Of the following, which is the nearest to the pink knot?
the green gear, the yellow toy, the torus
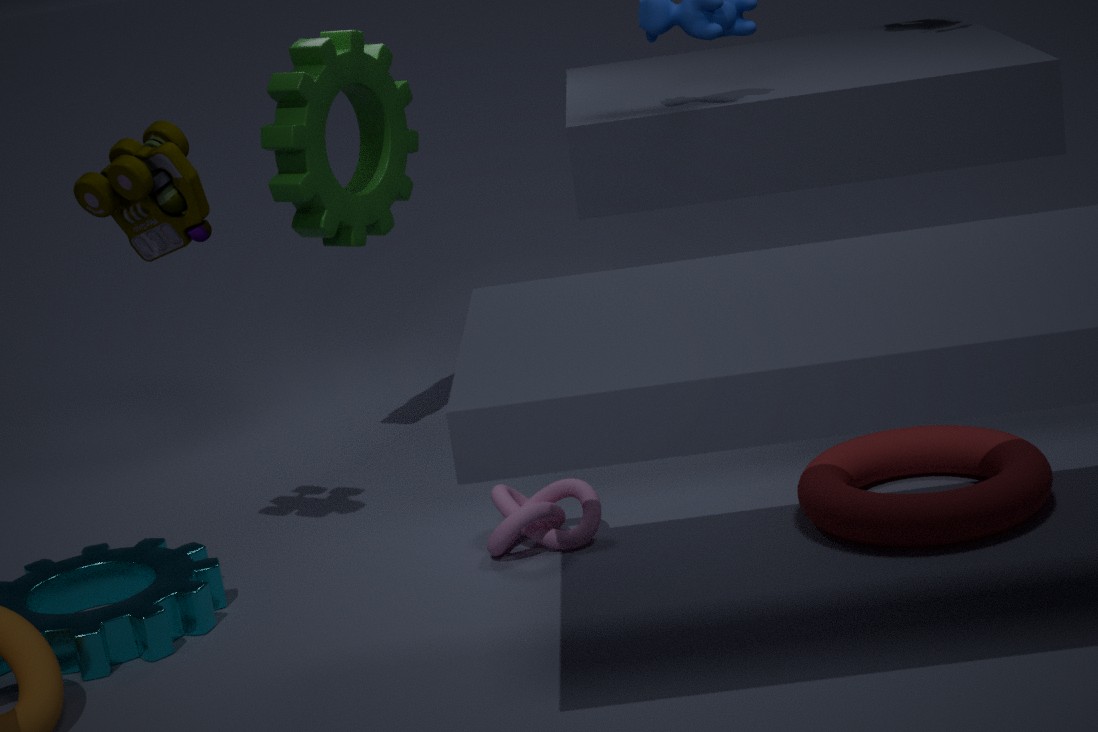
the torus
